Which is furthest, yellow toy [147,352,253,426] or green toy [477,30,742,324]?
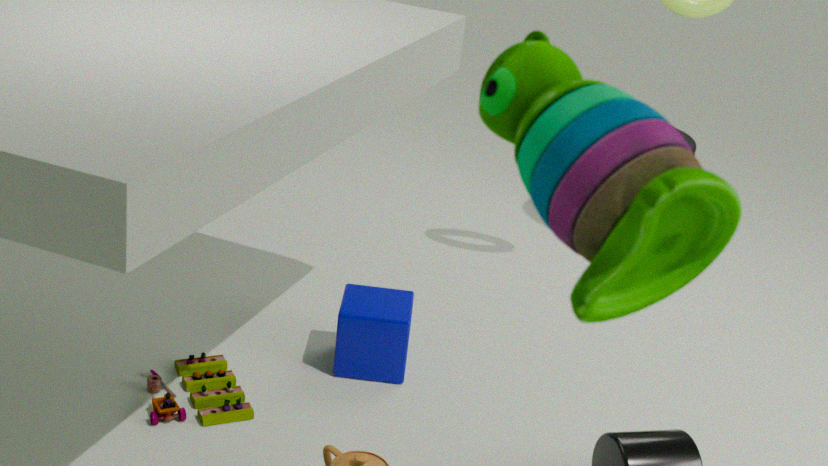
yellow toy [147,352,253,426]
